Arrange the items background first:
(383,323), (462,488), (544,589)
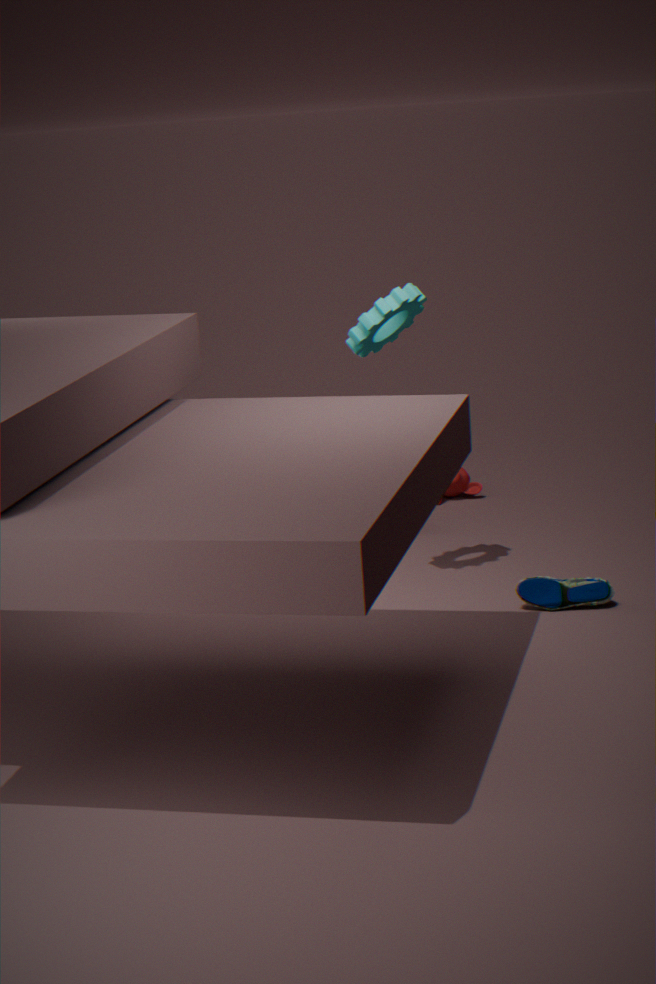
(462,488) → (544,589) → (383,323)
